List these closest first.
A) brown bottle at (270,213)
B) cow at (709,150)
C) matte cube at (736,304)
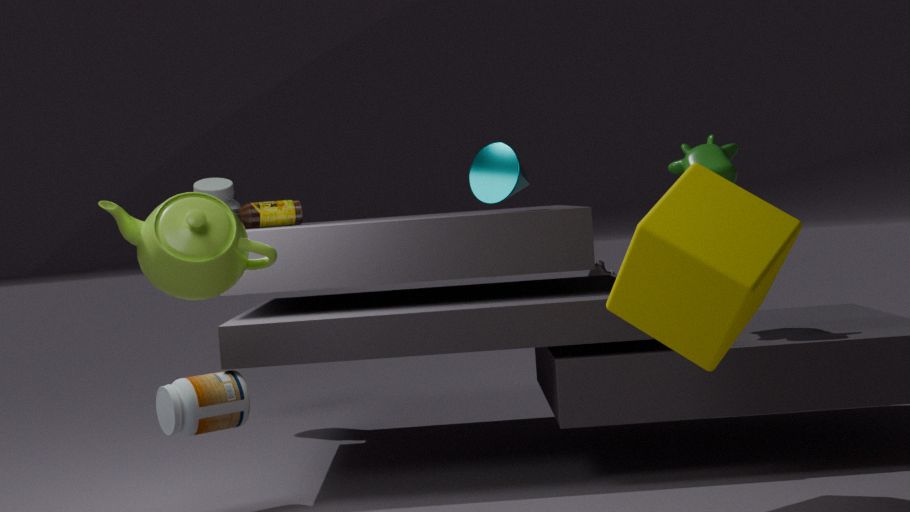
matte cube at (736,304), cow at (709,150), brown bottle at (270,213)
